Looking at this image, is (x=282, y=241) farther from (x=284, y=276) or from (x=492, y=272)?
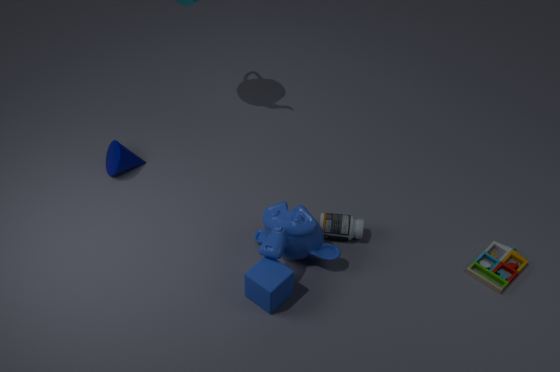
(x=492, y=272)
